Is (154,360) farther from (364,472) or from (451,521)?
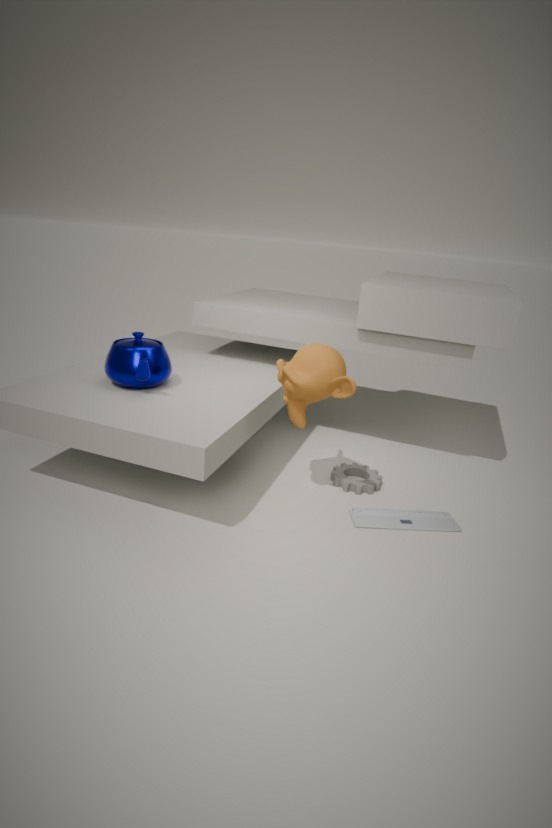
(451,521)
